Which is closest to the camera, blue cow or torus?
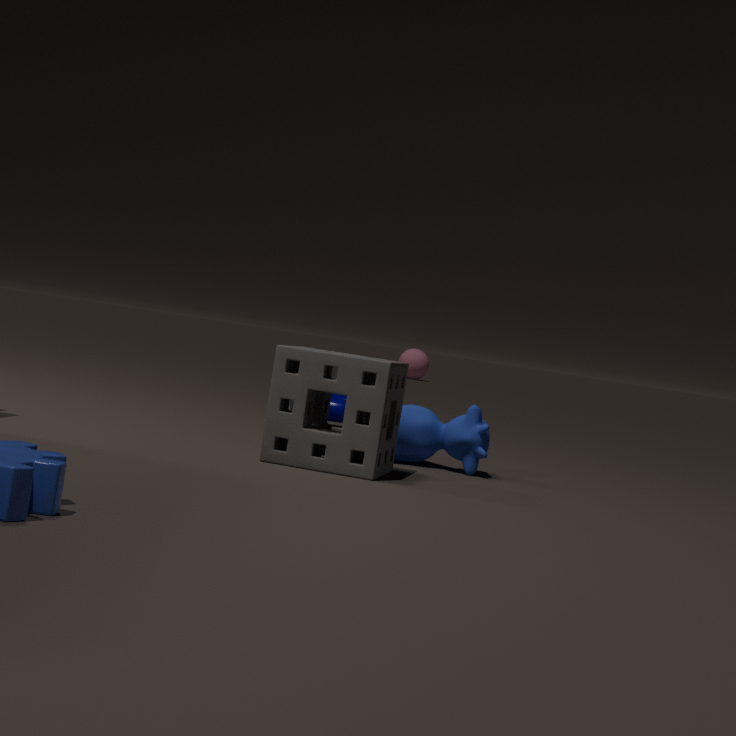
blue cow
